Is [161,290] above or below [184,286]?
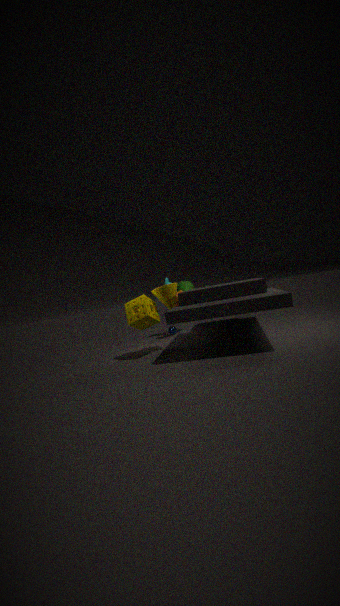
above
